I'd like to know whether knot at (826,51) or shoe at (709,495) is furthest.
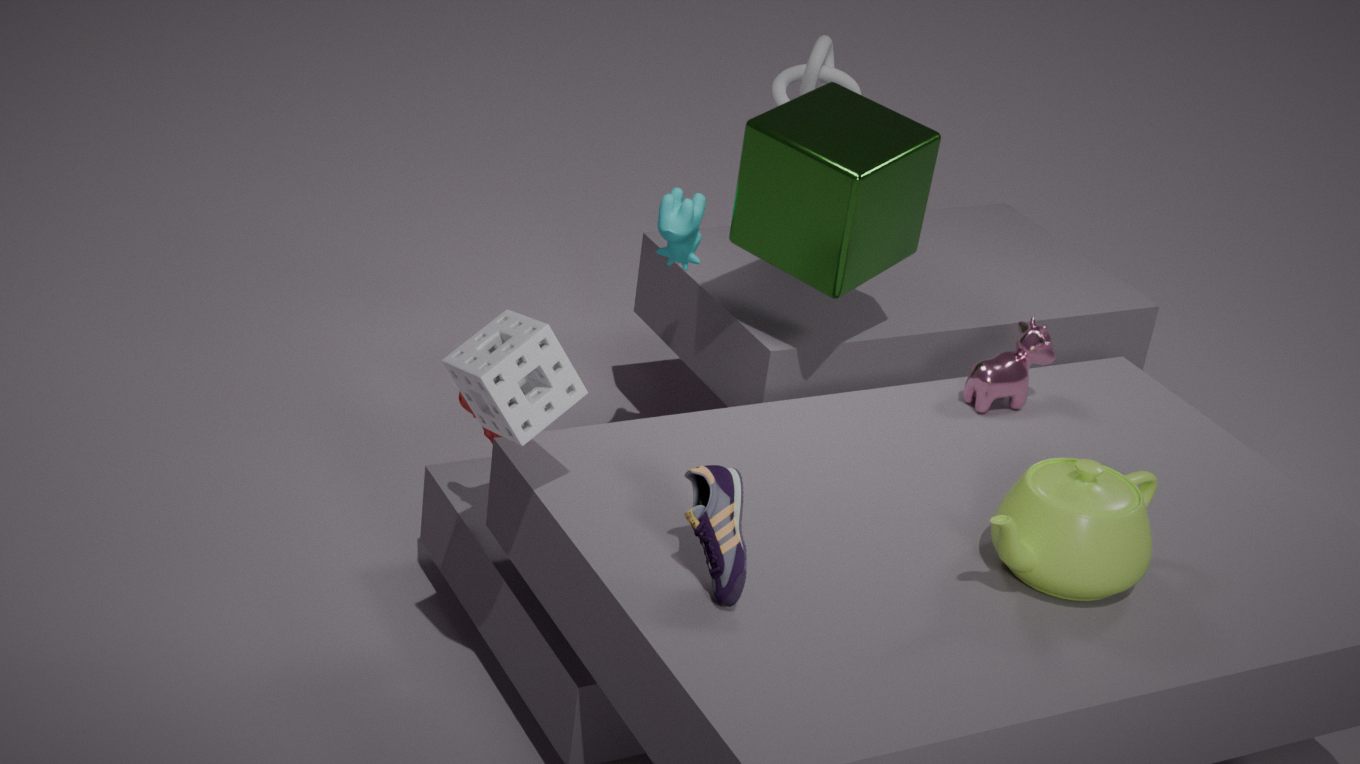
knot at (826,51)
